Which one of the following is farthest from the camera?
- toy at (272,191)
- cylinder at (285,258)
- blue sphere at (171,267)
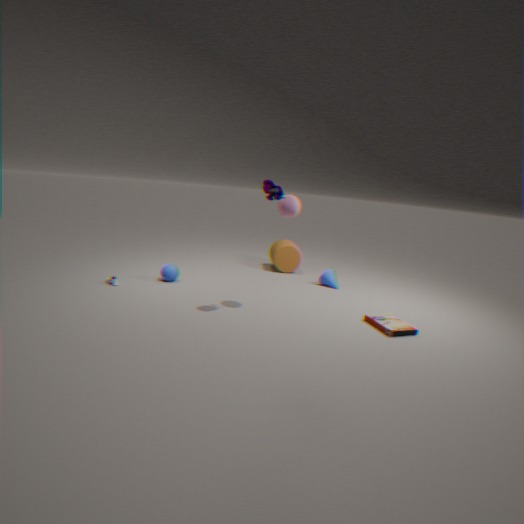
cylinder at (285,258)
